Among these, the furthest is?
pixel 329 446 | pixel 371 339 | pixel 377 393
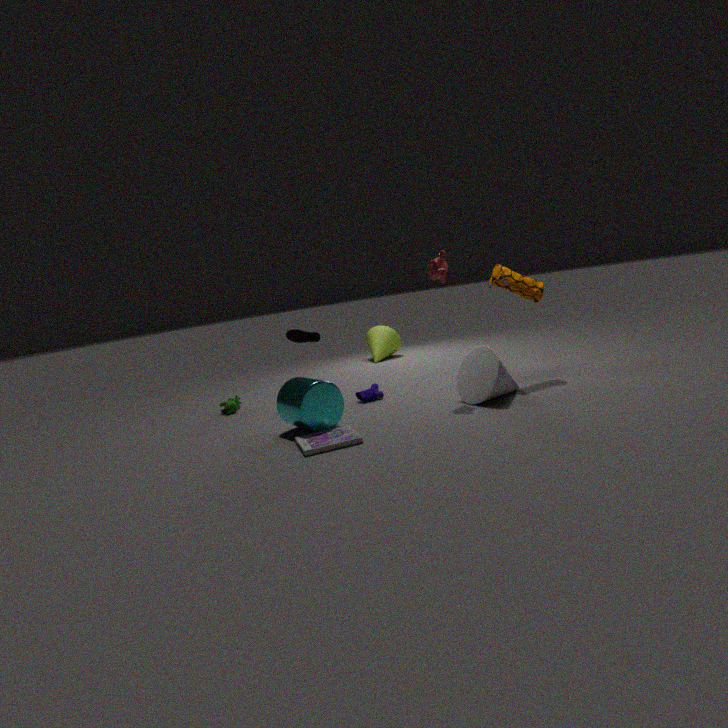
pixel 371 339
